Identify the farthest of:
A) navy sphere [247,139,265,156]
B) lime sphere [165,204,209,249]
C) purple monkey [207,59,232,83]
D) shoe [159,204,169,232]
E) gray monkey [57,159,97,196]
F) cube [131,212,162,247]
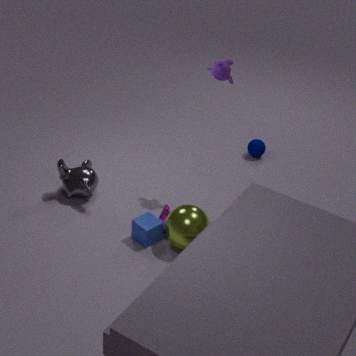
navy sphere [247,139,265,156]
